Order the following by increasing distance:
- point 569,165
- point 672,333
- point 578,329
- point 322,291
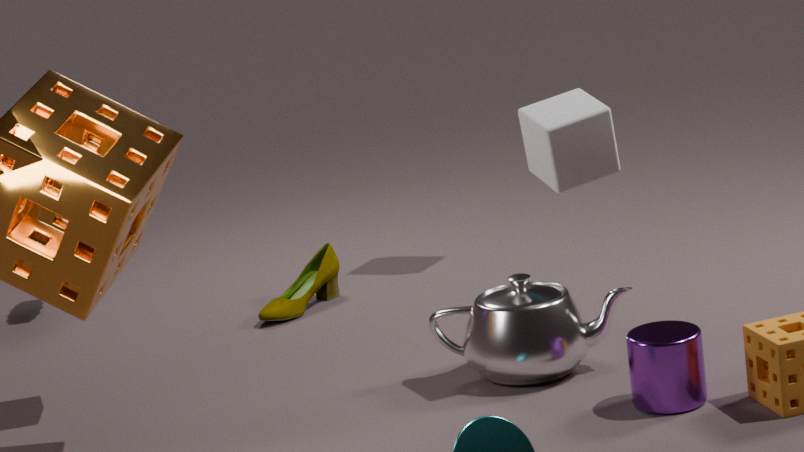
point 672,333
point 569,165
point 578,329
point 322,291
